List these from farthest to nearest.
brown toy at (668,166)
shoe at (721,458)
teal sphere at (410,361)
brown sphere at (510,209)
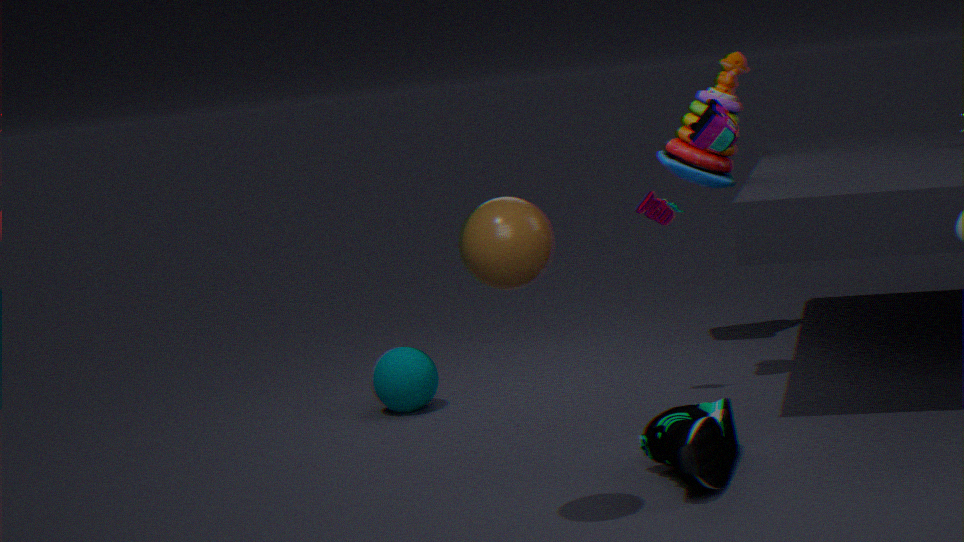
brown toy at (668,166) < teal sphere at (410,361) < shoe at (721,458) < brown sphere at (510,209)
